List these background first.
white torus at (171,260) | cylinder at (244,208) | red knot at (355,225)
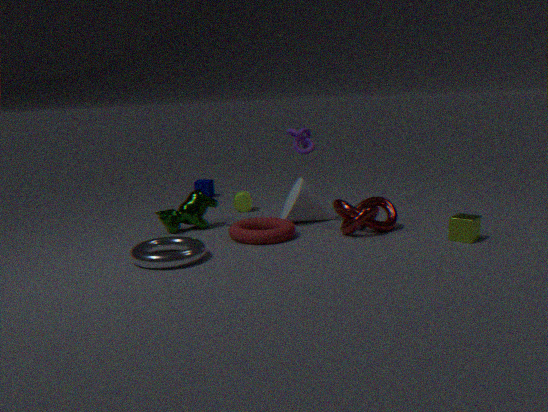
1. cylinder at (244,208)
2. red knot at (355,225)
3. white torus at (171,260)
